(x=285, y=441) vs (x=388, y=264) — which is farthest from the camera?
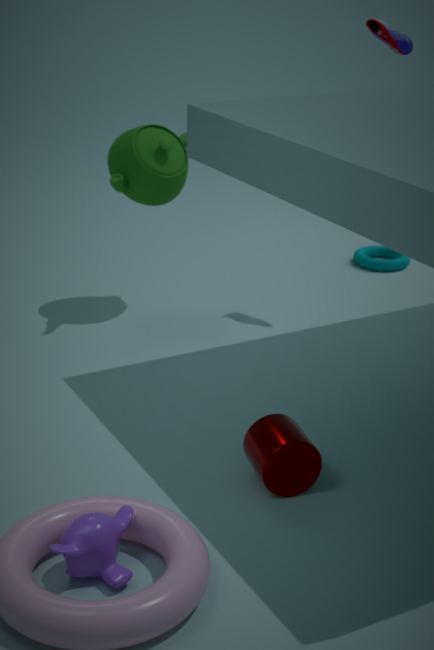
(x=388, y=264)
